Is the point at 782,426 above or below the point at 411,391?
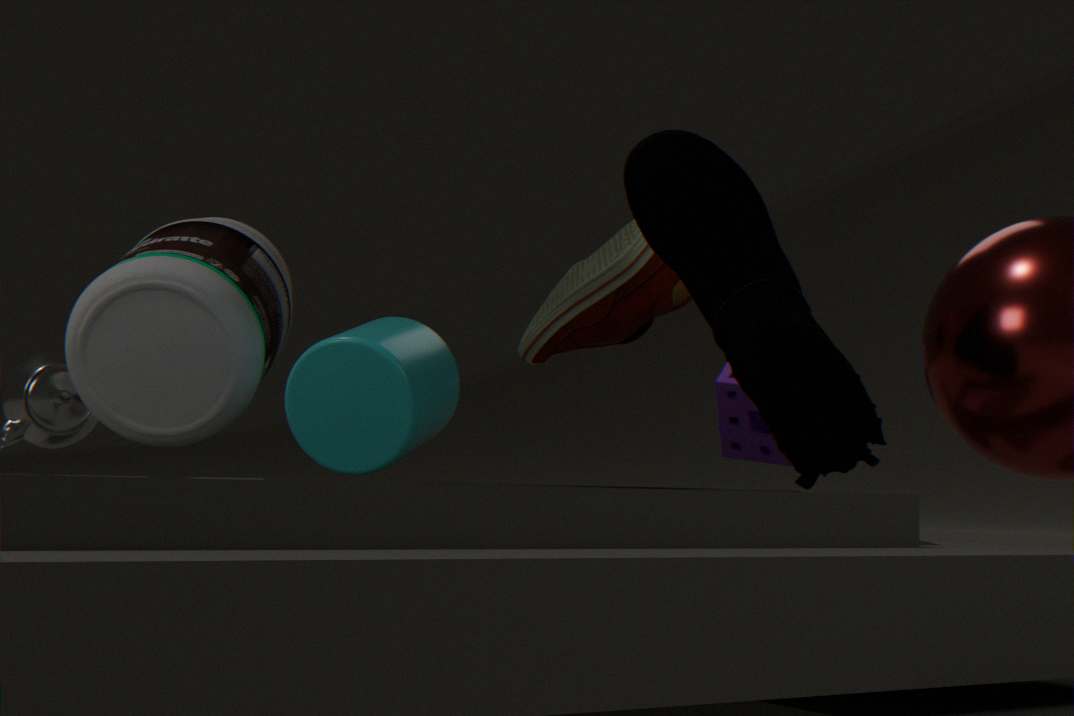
above
